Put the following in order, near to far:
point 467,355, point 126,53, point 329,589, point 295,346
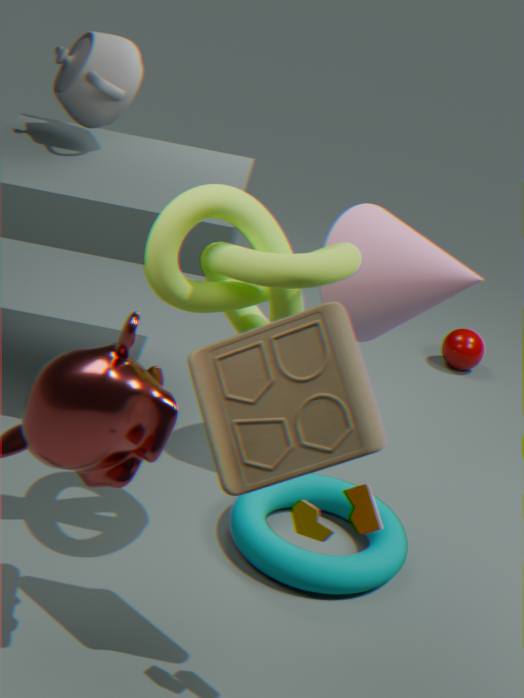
point 295,346 < point 329,589 < point 126,53 < point 467,355
